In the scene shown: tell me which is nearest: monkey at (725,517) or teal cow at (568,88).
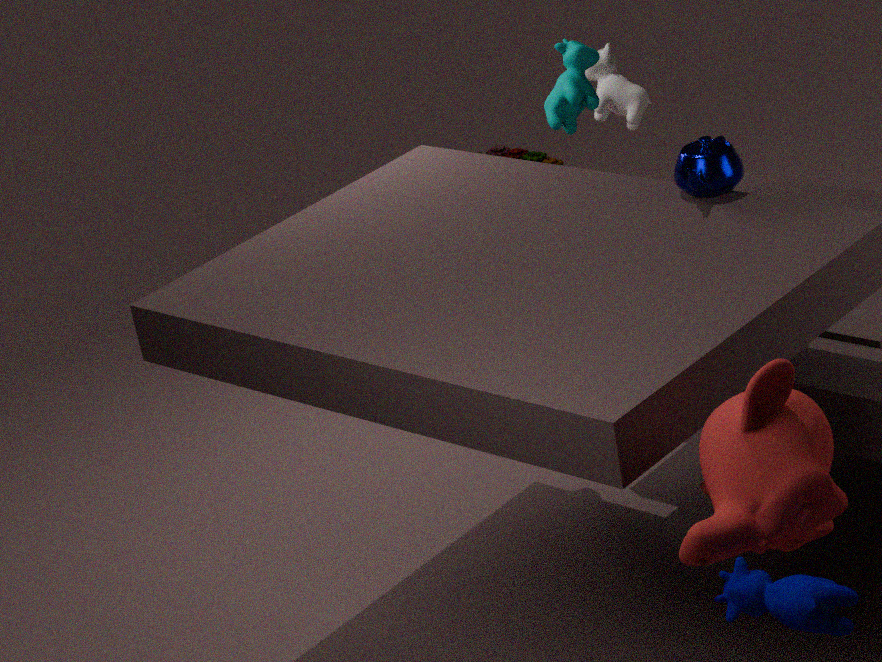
monkey at (725,517)
